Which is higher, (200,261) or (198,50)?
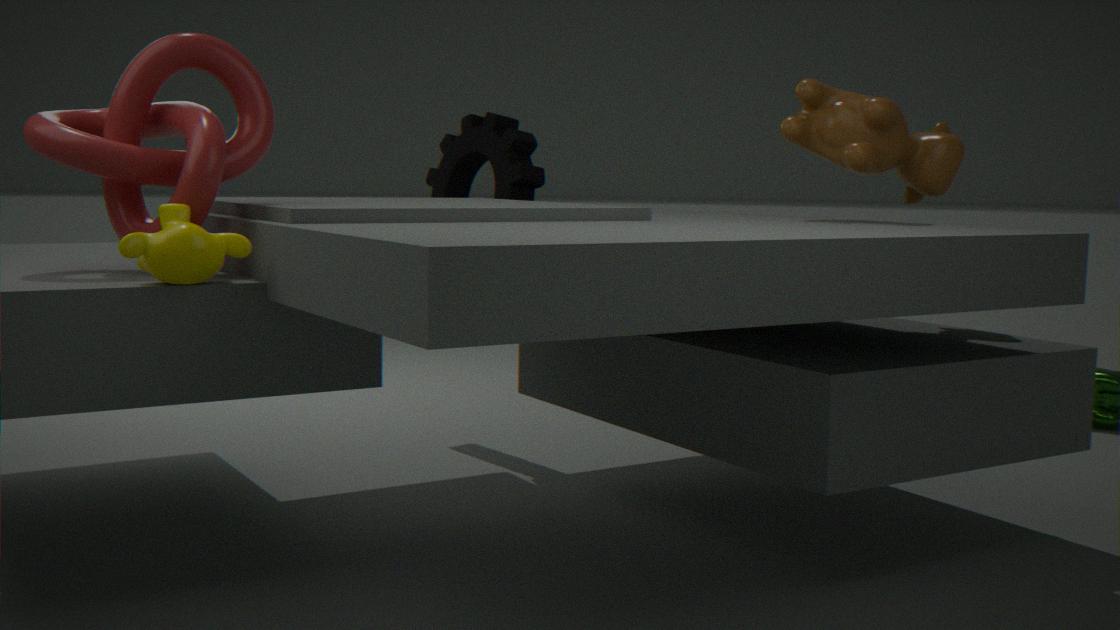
(198,50)
